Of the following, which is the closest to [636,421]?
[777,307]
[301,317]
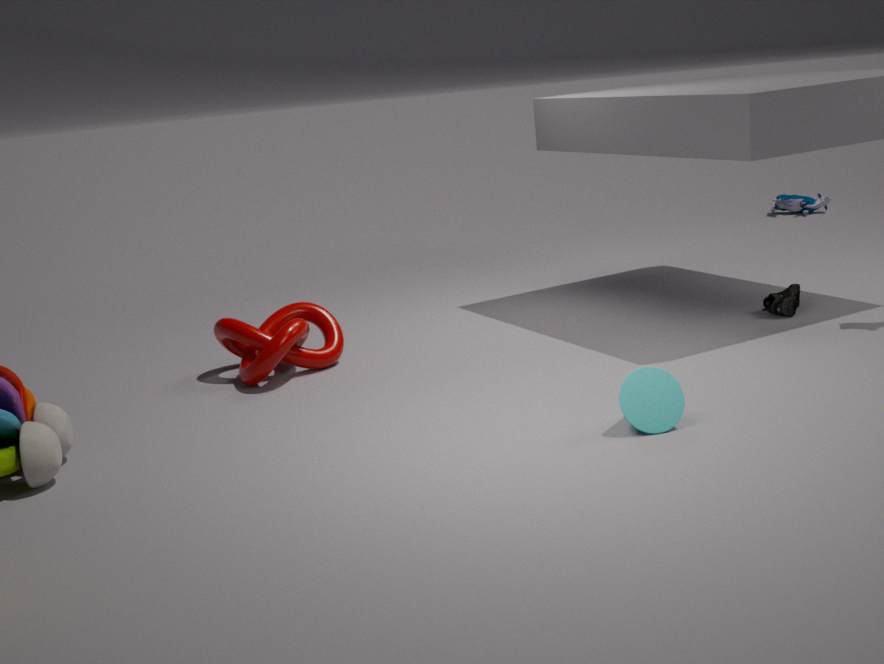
[777,307]
